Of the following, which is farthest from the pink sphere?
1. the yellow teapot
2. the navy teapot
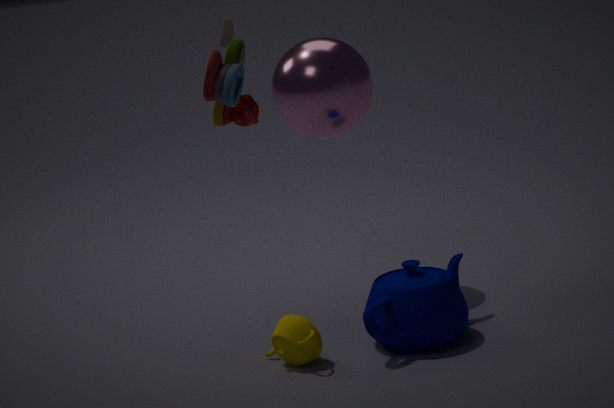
the yellow teapot
